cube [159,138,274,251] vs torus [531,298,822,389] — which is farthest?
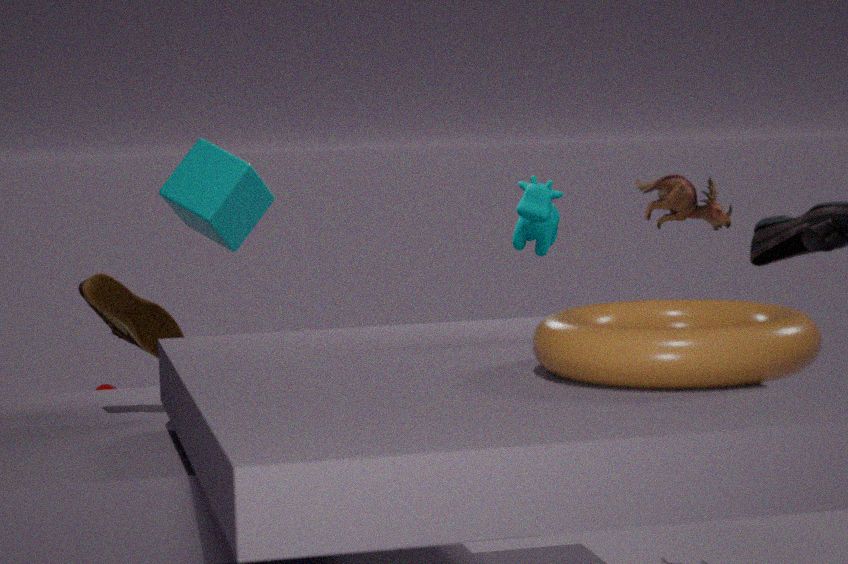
cube [159,138,274,251]
